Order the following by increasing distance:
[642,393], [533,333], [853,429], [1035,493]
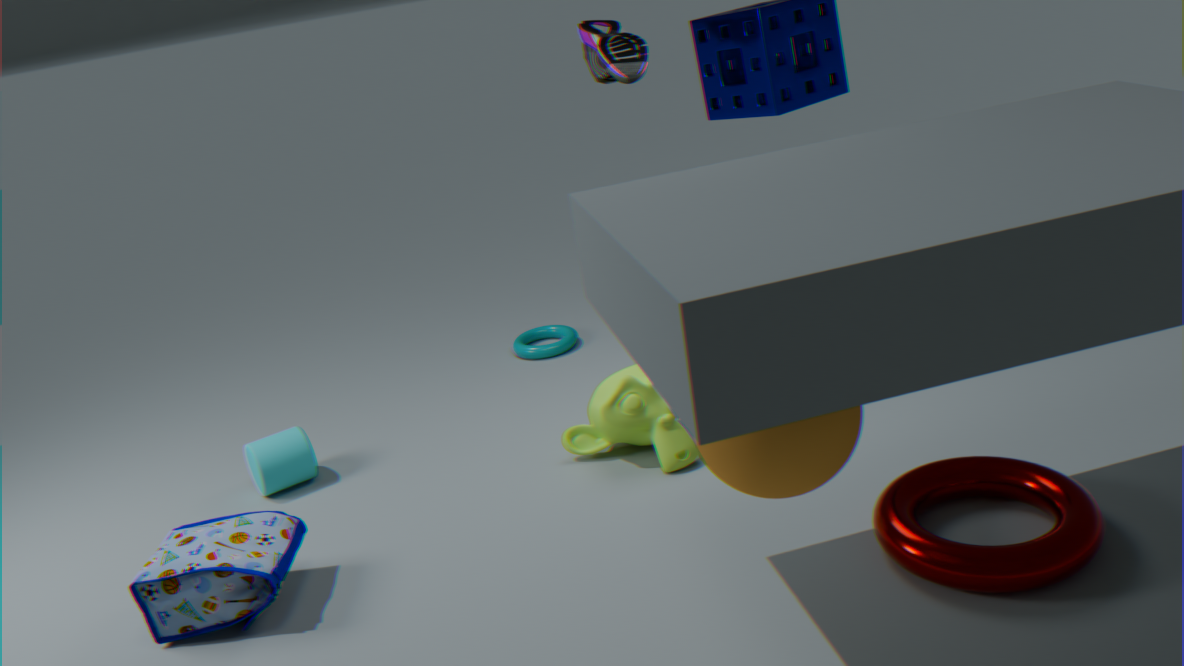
[853,429], [1035,493], [642,393], [533,333]
